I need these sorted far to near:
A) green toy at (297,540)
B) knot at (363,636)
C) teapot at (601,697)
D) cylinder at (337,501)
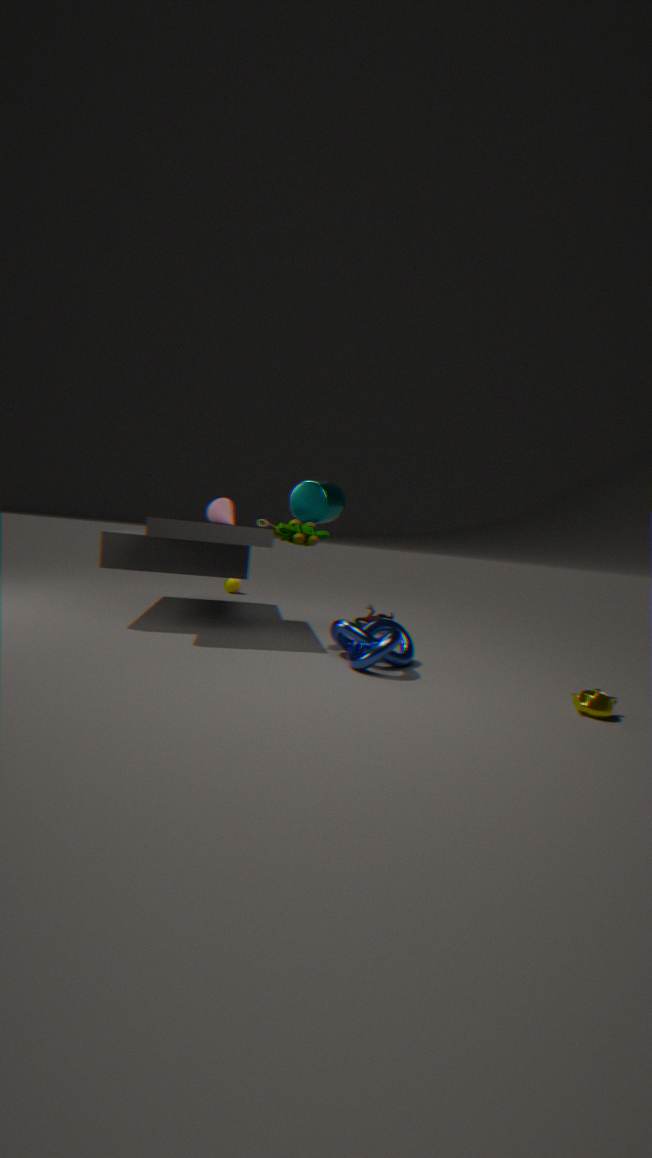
cylinder at (337,501) < green toy at (297,540) < knot at (363,636) < teapot at (601,697)
